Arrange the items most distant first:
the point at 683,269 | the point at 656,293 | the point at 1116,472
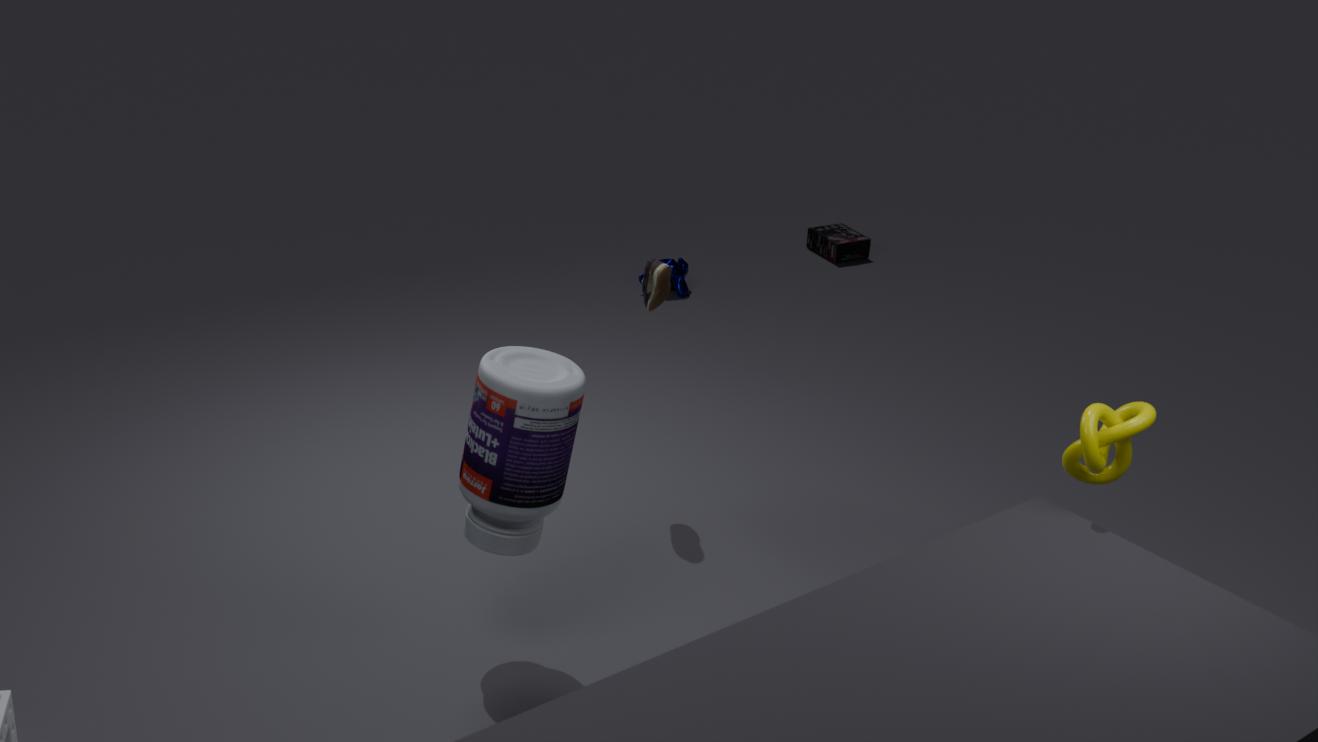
the point at 683,269 < the point at 656,293 < the point at 1116,472
